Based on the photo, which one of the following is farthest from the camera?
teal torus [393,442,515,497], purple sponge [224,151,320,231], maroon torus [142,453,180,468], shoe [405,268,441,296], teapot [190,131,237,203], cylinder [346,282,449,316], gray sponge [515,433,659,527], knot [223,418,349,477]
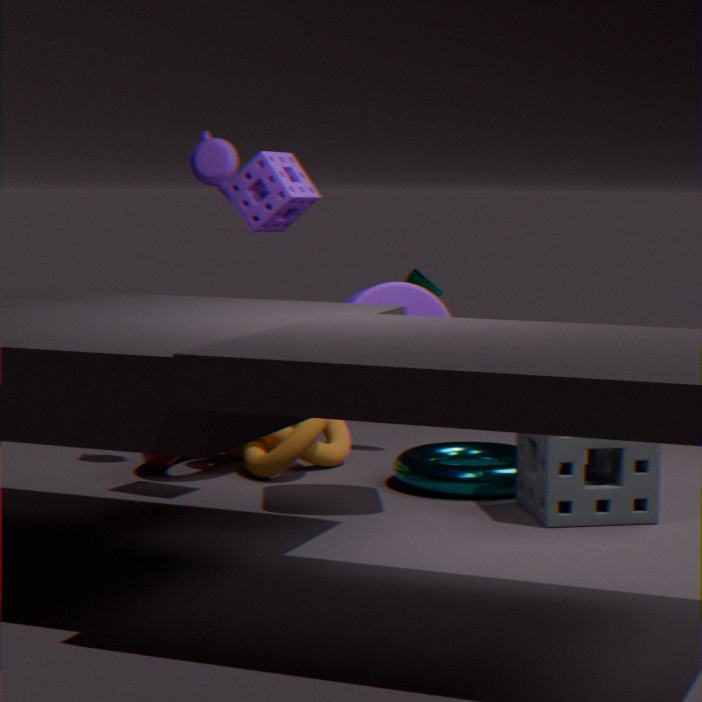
shoe [405,268,441,296]
